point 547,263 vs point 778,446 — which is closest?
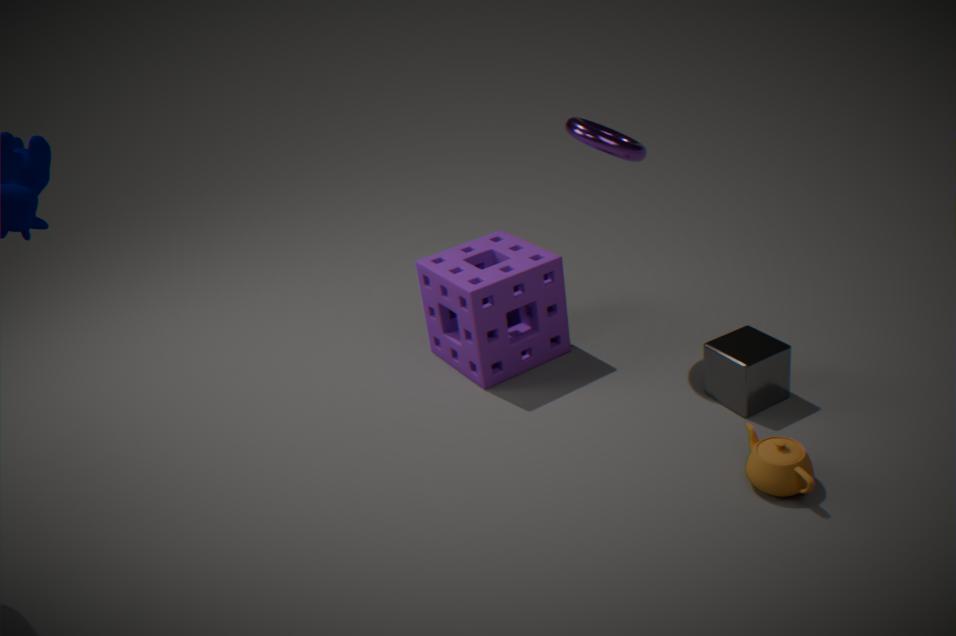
point 778,446
